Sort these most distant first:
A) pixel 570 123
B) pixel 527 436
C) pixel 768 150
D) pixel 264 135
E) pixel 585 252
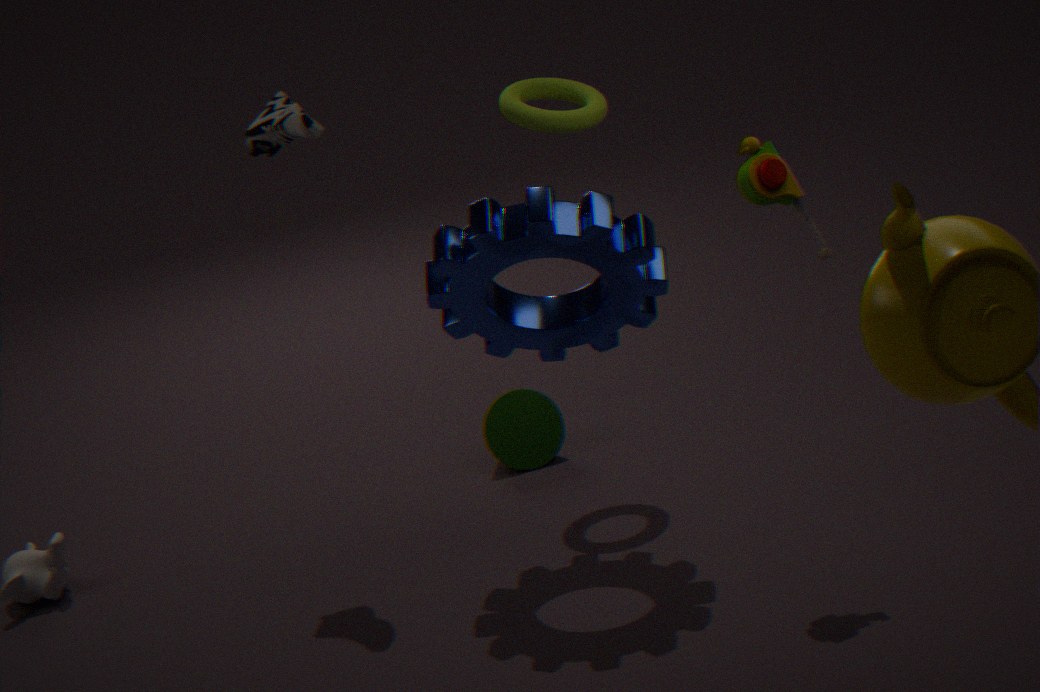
pixel 527 436, pixel 570 123, pixel 264 135, pixel 585 252, pixel 768 150
